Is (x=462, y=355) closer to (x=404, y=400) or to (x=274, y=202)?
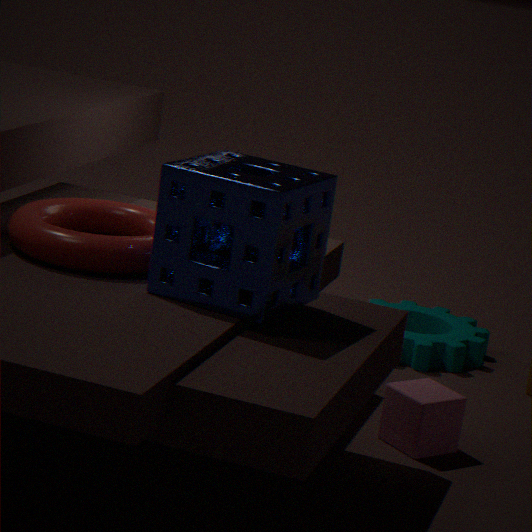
(x=404, y=400)
